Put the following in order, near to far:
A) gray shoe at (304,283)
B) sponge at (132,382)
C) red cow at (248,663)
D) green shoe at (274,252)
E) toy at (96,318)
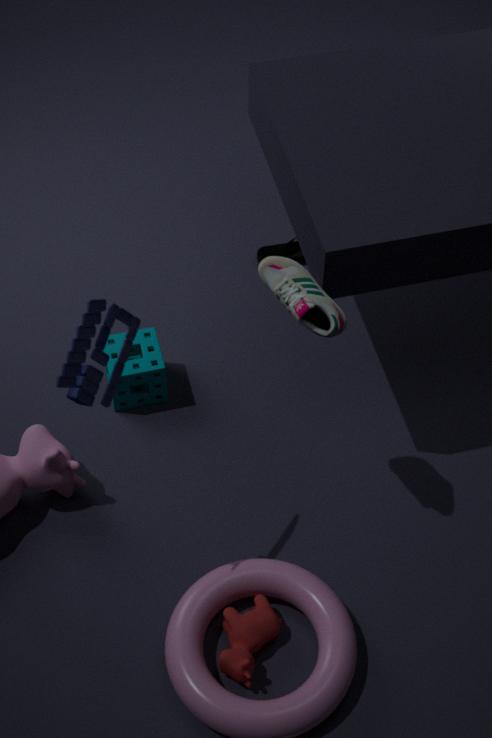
1. toy at (96,318)
2. gray shoe at (304,283)
3. red cow at (248,663)
4. sponge at (132,382)
5. green shoe at (274,252)
